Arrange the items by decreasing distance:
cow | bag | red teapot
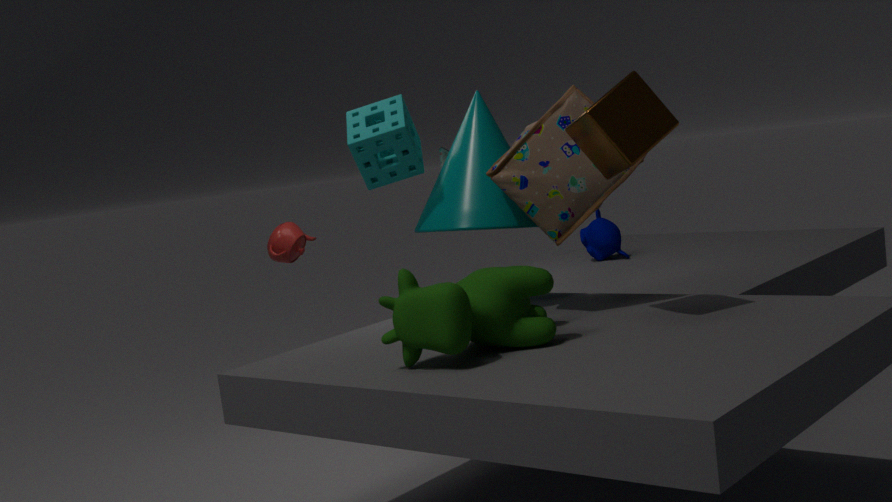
red teapot
bag
cow
